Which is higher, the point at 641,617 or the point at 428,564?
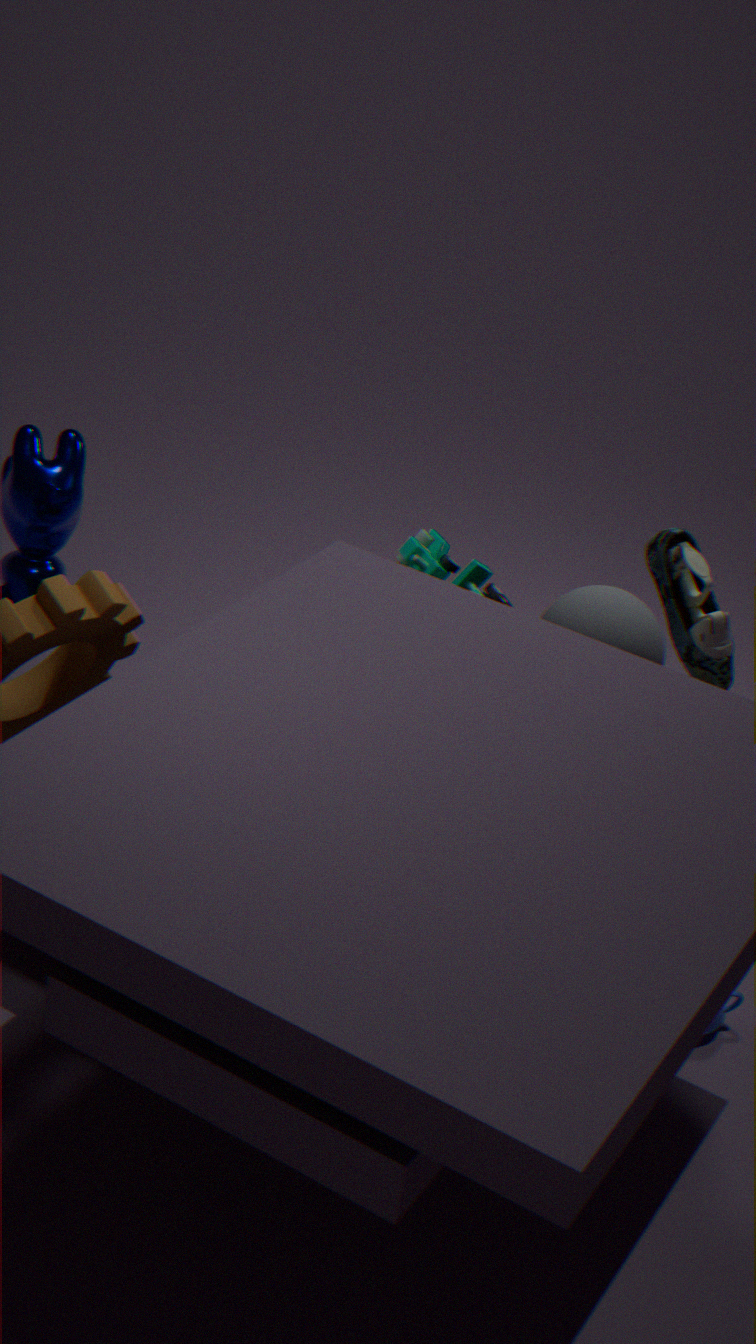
the point at 641,617
